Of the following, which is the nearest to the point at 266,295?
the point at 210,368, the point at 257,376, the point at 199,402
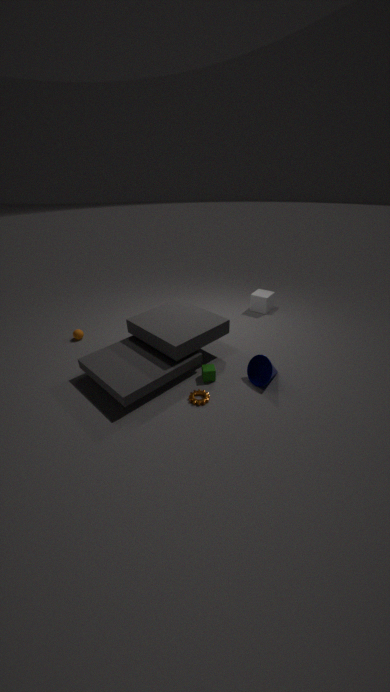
the point at 257,376
